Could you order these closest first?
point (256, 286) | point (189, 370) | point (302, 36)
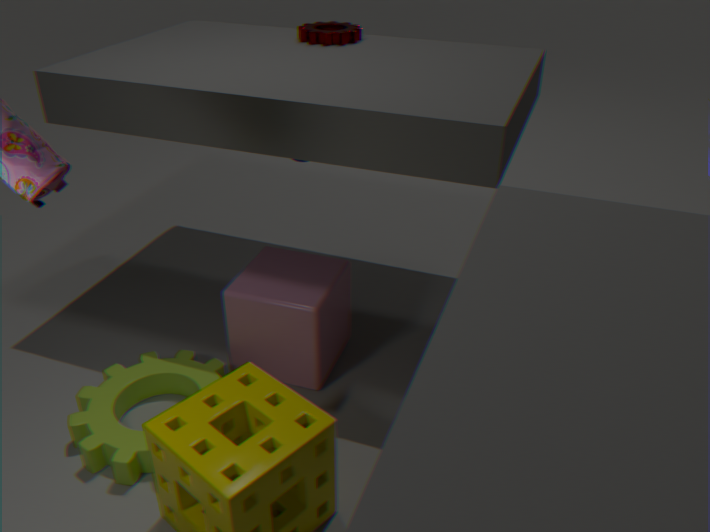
1. point (256, 286)
2. point (189, 370)
3. point (302, 36)
